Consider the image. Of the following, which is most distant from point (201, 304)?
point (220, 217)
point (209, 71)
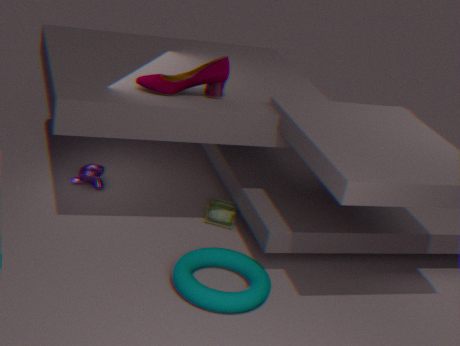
point (209, 71)
